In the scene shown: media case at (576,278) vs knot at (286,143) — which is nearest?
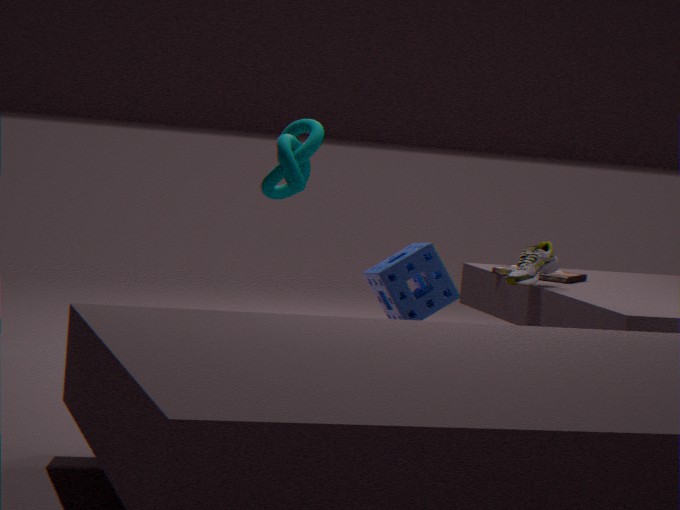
knot at (286,143)
